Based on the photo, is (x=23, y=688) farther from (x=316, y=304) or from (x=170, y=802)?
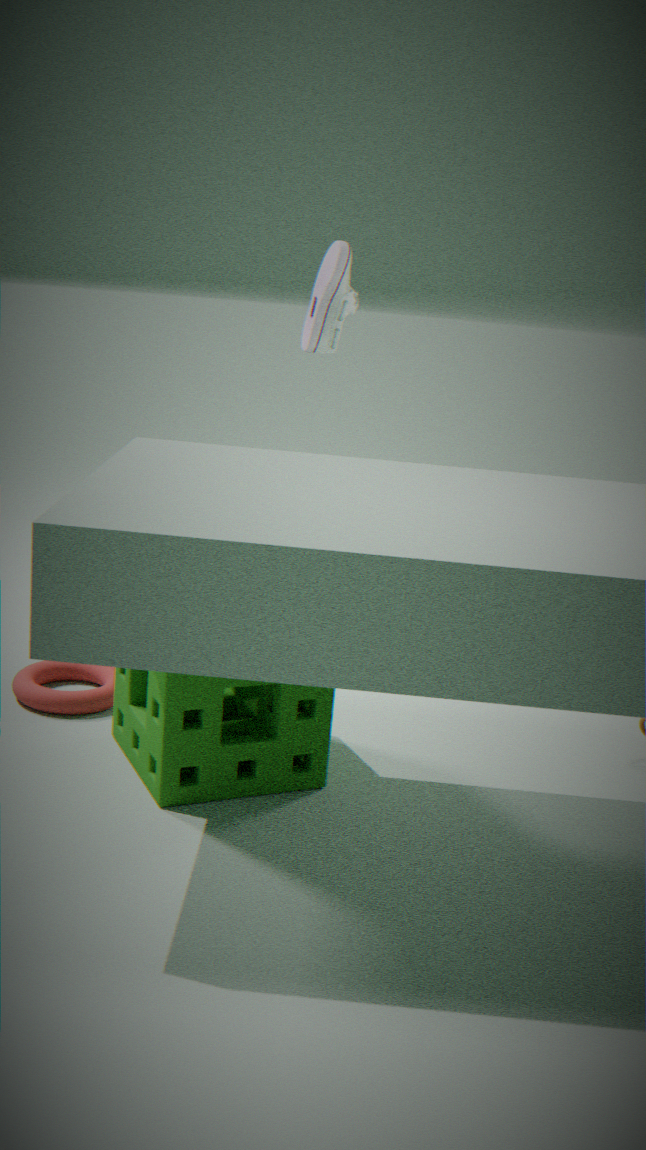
(x=316, y=304)
